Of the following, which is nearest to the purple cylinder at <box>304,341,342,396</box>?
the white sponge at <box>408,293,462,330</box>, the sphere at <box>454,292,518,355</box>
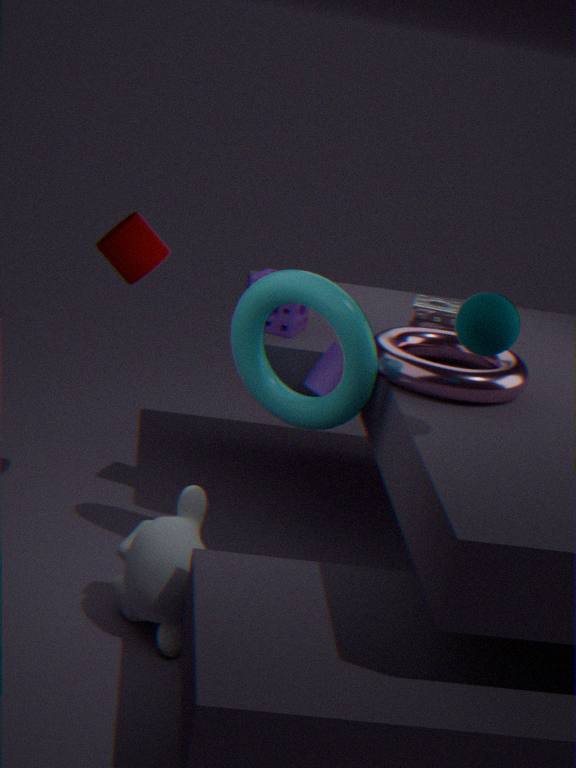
the white sponge at <box>408,293,462,330</box>
